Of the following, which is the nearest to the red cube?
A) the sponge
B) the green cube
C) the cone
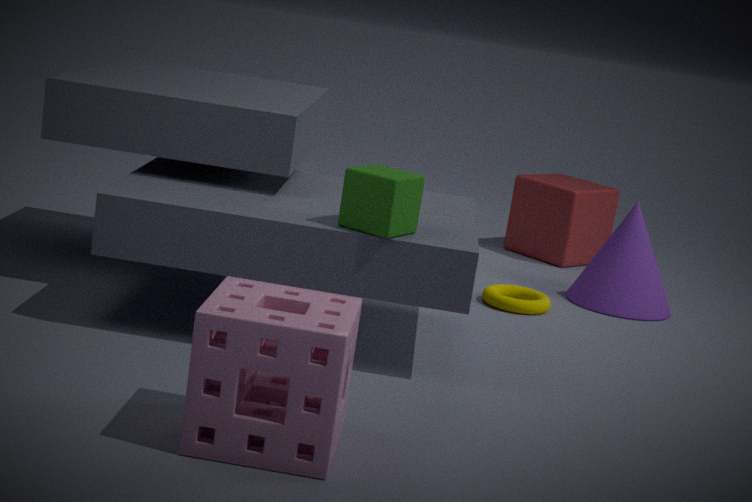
the cone
